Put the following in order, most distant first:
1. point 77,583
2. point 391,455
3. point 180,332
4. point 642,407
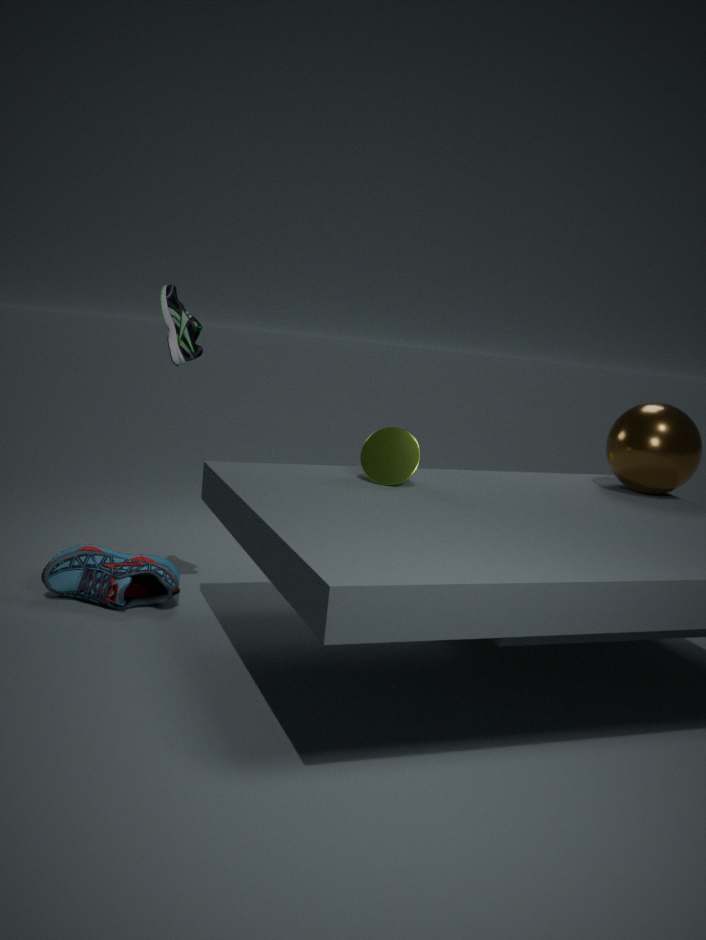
point 642,407, point 77,583, point 391,455, point 180,332
